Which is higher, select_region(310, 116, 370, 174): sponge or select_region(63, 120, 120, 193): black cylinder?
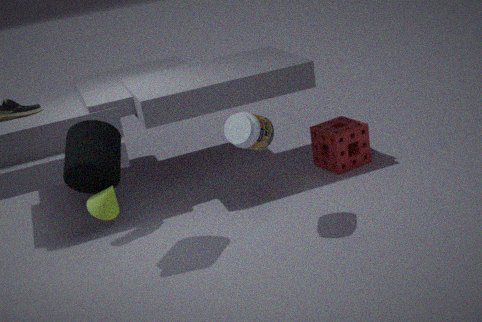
select_region(63, 120, 120, 193): black cylinder
